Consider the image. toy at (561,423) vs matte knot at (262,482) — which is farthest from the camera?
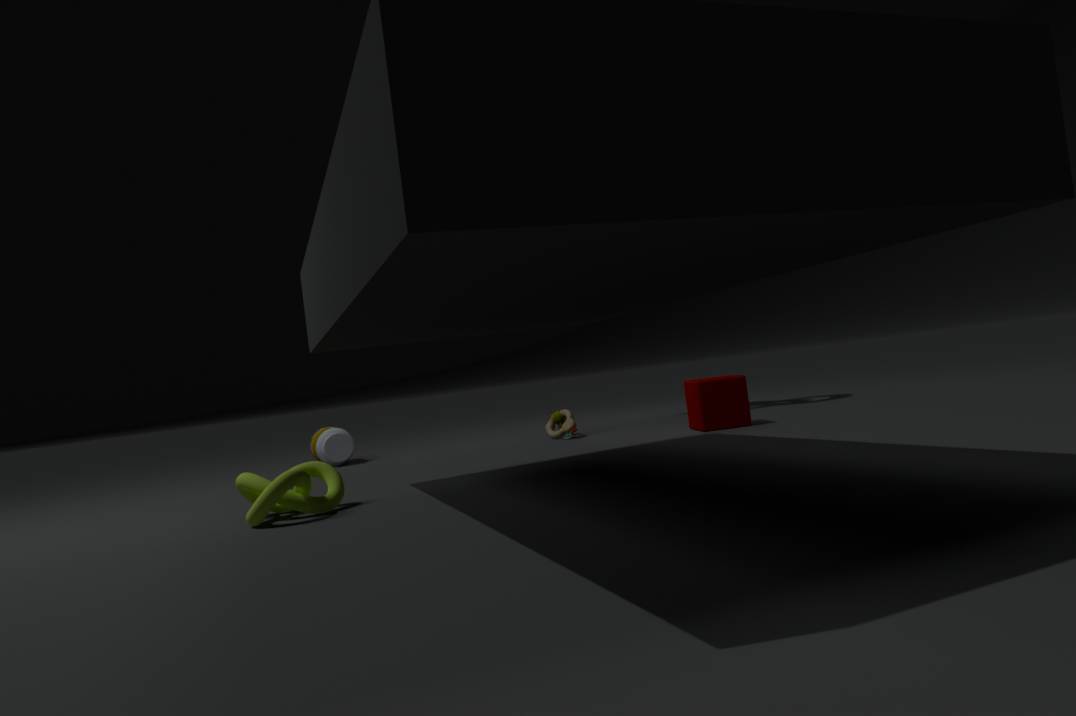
toy at (561,423)
